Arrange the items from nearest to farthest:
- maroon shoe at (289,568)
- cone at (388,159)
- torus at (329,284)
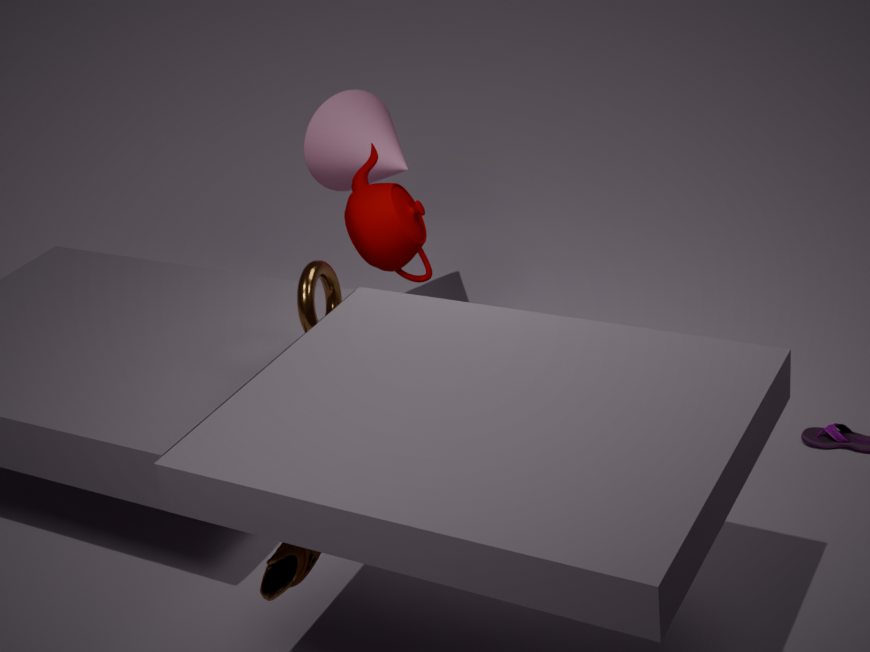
maroon shoe at (289,568), torus at (329,284), cone at (388,159)
